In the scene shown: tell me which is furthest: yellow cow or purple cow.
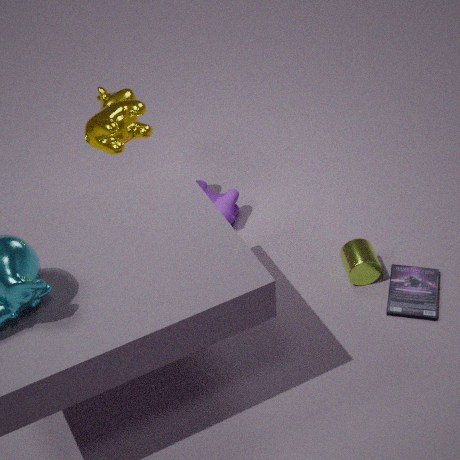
purple cow
